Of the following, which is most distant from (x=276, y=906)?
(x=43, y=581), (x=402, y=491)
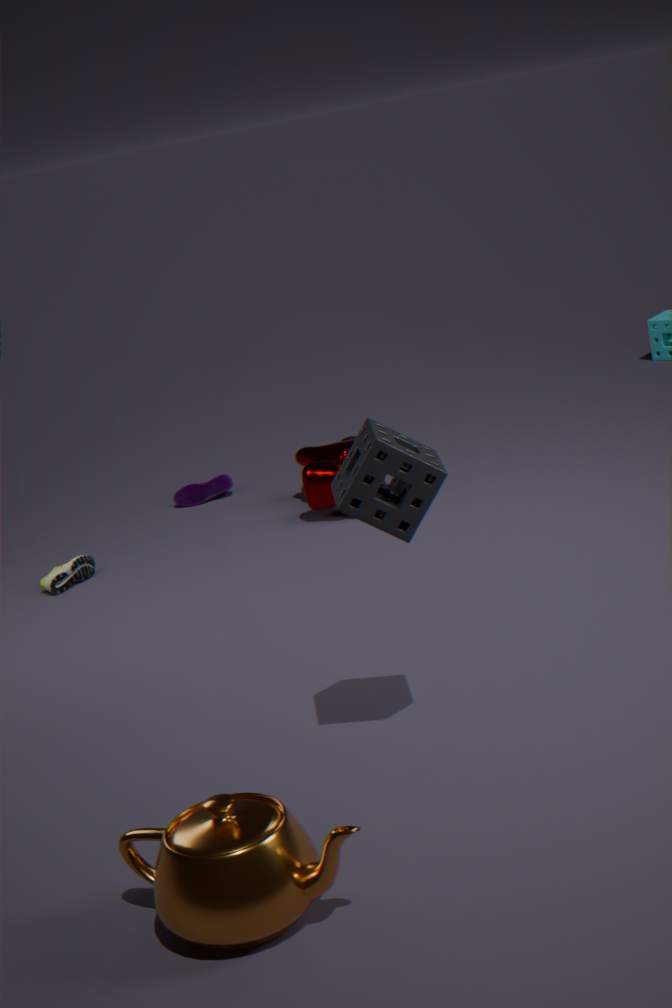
(x=43, y=581)
